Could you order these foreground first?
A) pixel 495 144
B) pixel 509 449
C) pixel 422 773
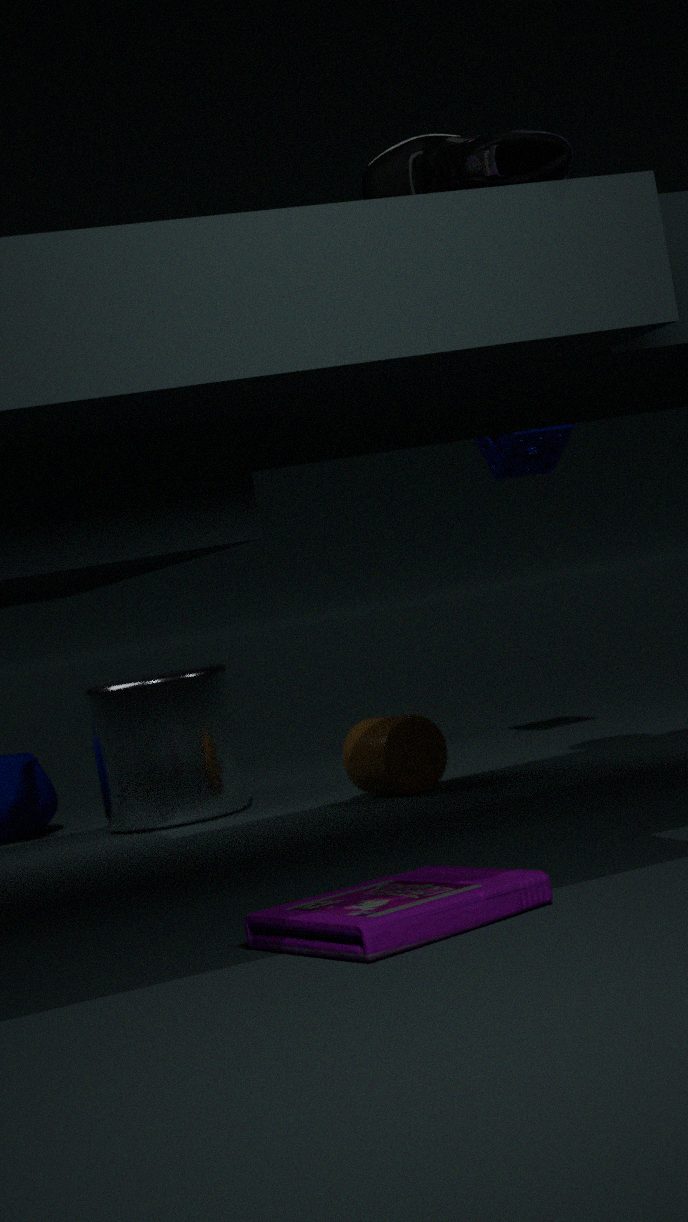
1. pixel 495 144
2. pixel 422 773
3. pixel 509 449
